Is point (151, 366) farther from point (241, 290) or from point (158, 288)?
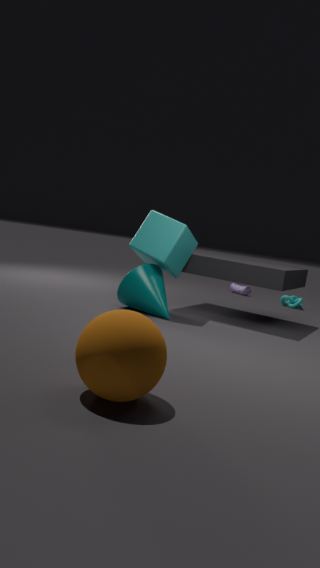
point (241, 290)
